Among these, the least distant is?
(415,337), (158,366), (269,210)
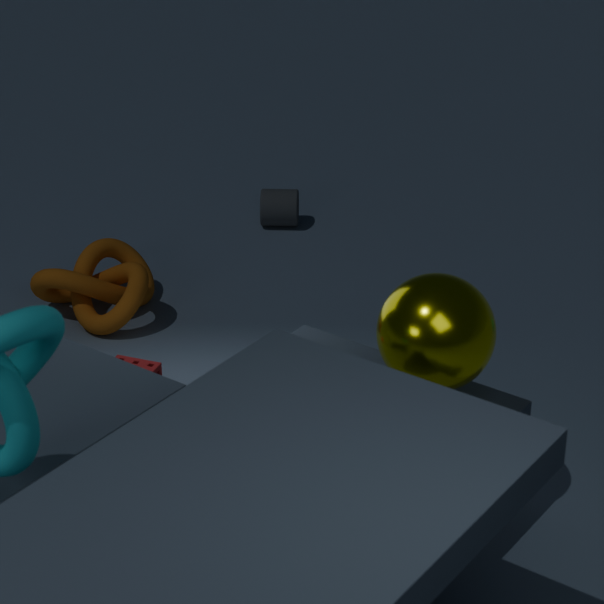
(415,337)
